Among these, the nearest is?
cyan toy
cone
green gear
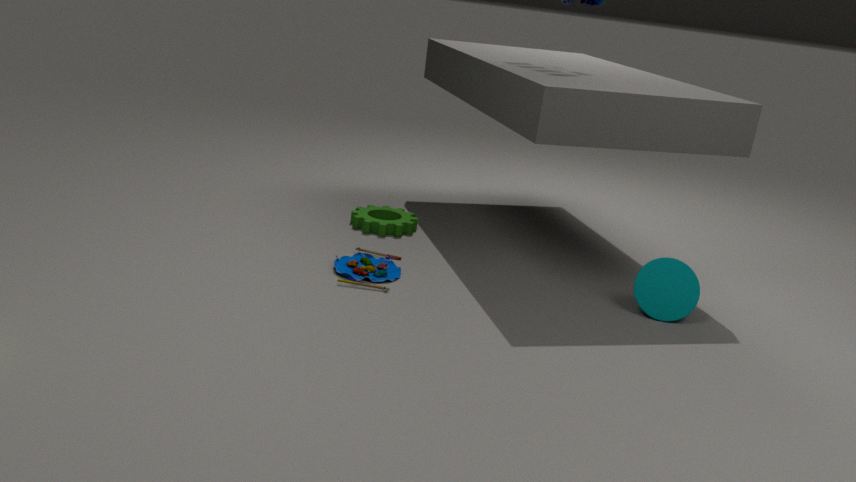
cyan toy
